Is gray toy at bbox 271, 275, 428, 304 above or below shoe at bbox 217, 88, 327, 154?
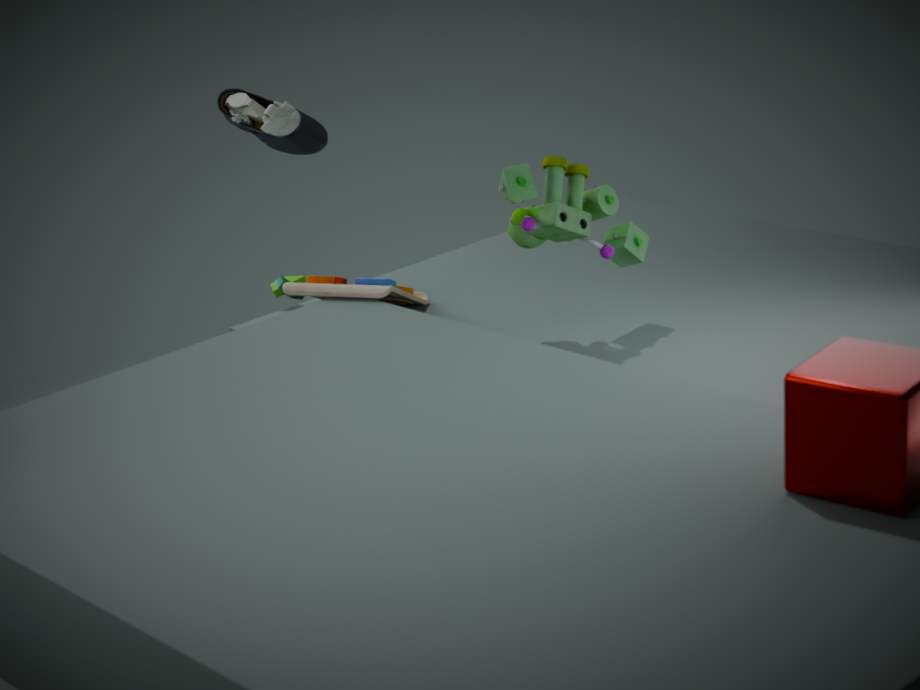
below
